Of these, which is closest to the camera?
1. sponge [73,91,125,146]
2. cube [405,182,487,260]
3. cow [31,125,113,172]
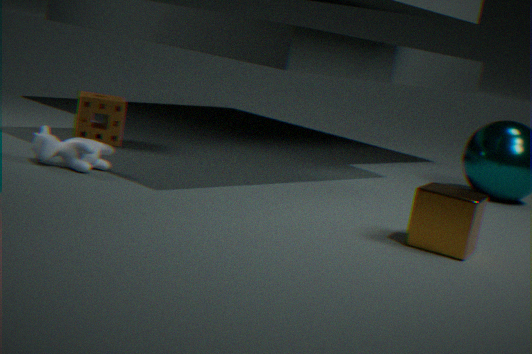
cube [405,182,487,260]
